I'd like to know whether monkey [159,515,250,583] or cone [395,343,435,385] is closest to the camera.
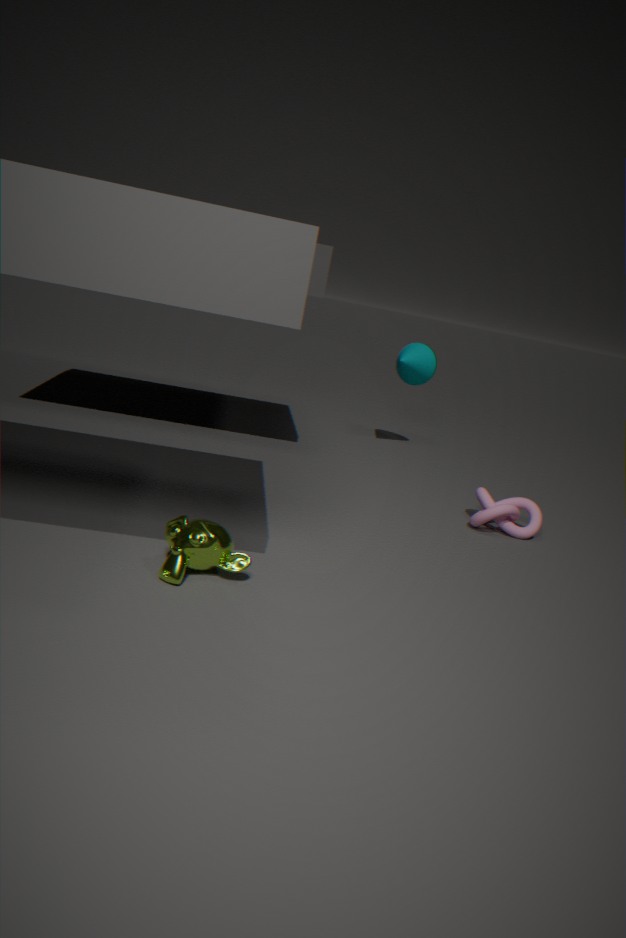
monkey [159,515,250,583]
